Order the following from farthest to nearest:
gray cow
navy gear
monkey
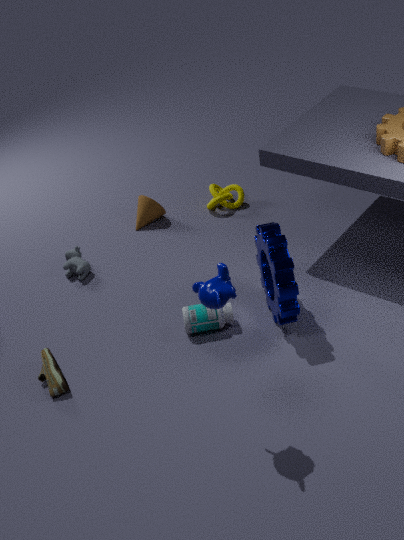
gray cow → navy gear → monkey
